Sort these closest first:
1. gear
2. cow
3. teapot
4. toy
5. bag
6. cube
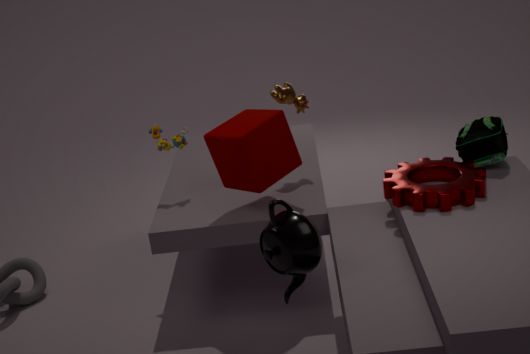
teapot < gear < bag < cube < toy < cow
